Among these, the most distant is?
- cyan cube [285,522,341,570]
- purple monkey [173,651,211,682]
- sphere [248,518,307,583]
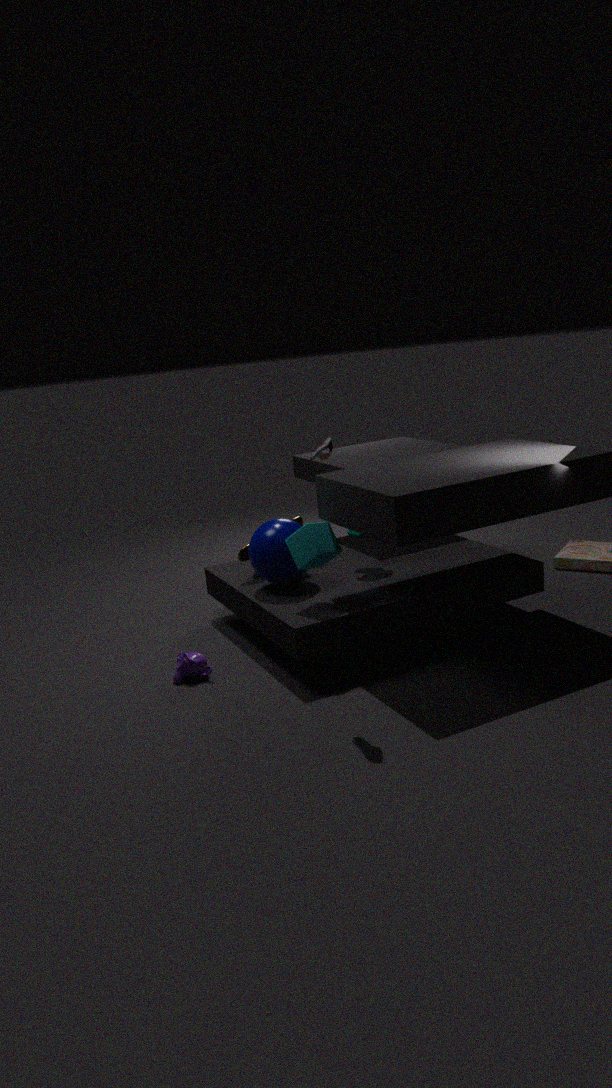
sphere [248,518,307,583]
